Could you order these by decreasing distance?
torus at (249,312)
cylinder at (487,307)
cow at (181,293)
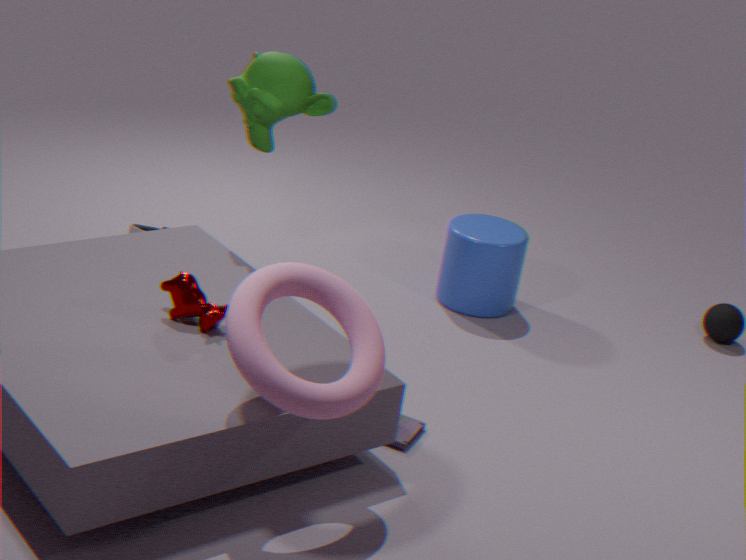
cylinder at (487,307) < cow at (181,293) < torus at (249,312)
